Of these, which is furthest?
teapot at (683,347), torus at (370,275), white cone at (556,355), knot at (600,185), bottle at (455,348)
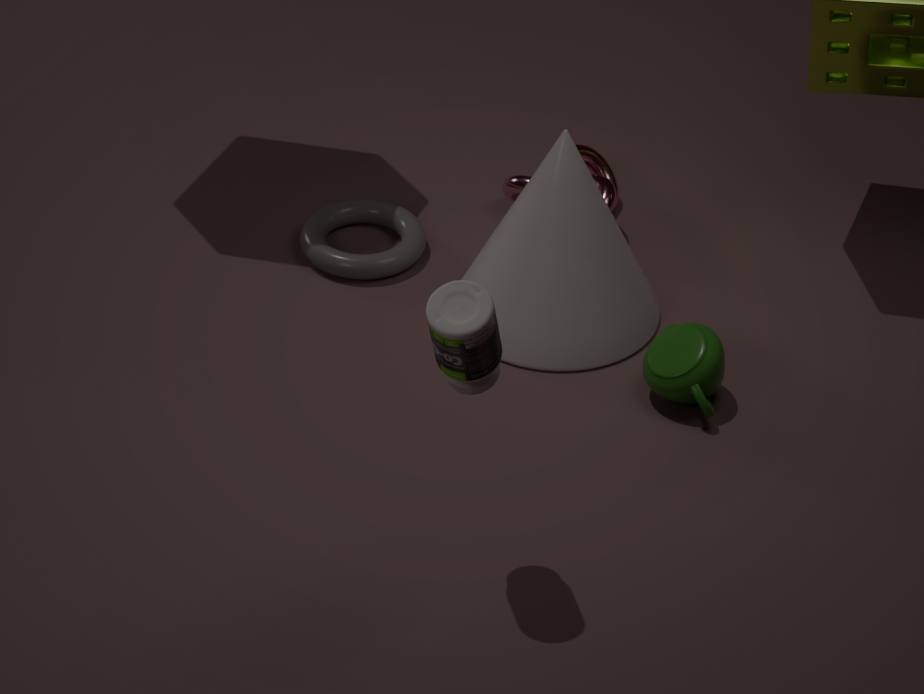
knot at (600,185)
